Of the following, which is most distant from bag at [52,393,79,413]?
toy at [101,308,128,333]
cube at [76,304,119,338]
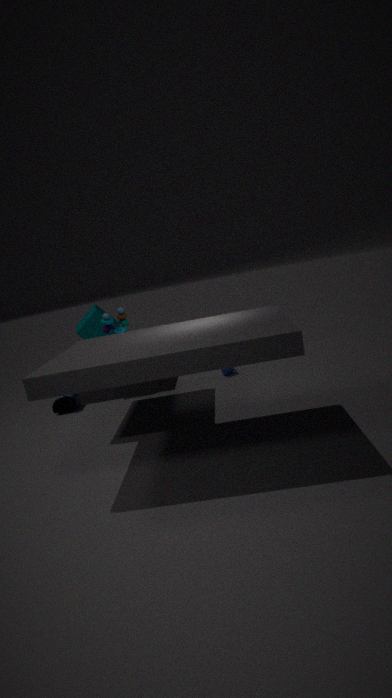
toy at [101,308,128,333]
